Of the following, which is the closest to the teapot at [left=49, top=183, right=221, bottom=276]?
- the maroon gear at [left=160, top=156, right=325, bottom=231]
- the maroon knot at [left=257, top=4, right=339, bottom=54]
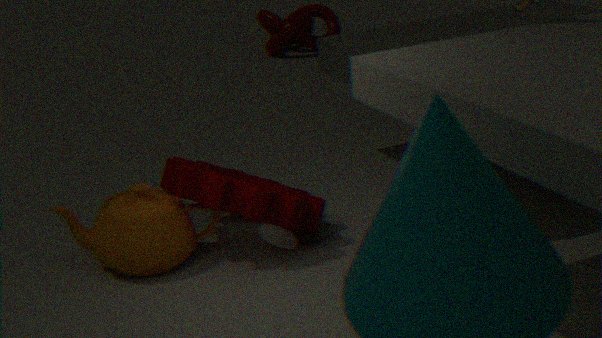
the maroon gear at [left=160, top=156, right=325, bottom=231]
